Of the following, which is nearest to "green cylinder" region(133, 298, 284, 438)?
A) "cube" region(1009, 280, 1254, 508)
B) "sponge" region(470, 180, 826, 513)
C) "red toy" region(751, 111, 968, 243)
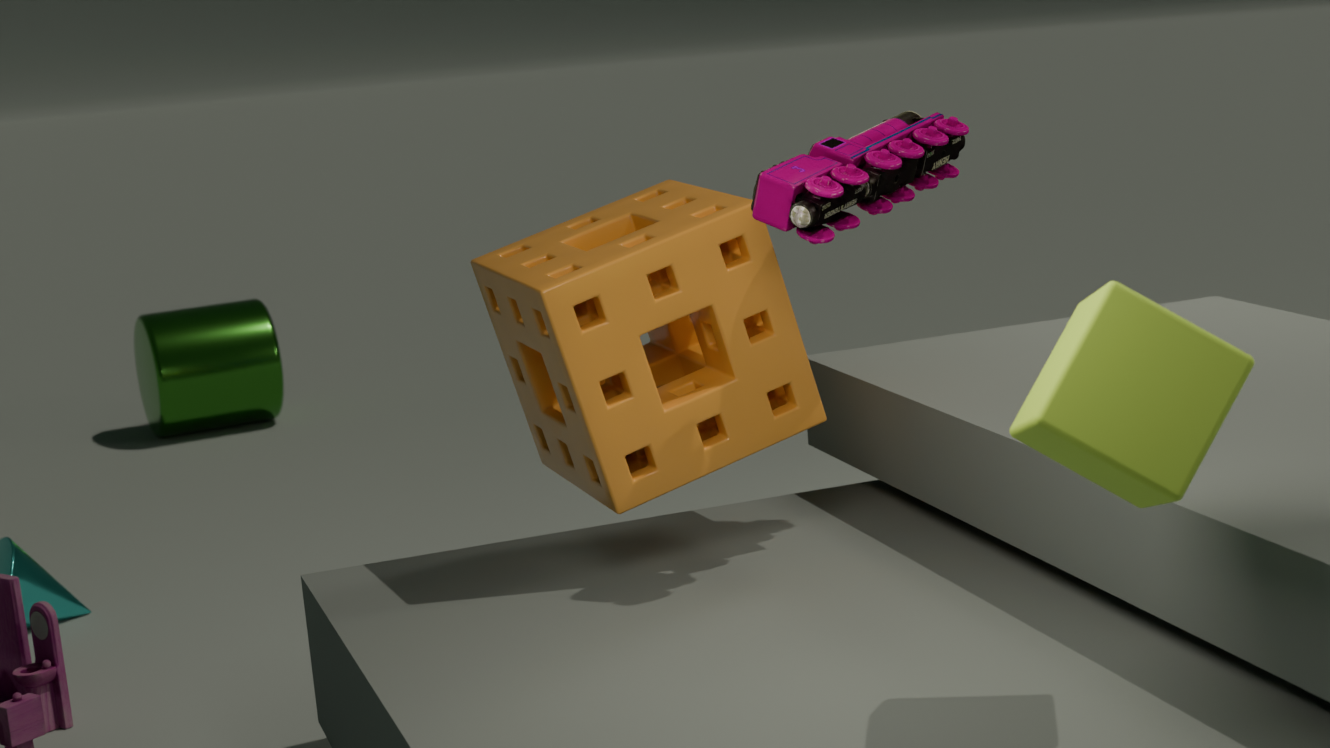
"sponge" region(470, 180, 826, 513)
